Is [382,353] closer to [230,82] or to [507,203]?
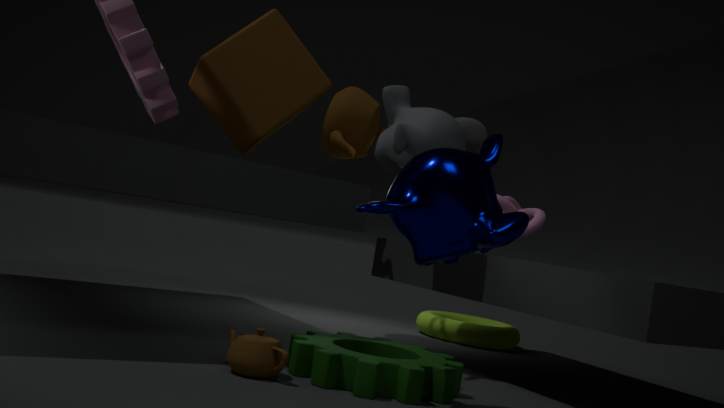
[507,203]
